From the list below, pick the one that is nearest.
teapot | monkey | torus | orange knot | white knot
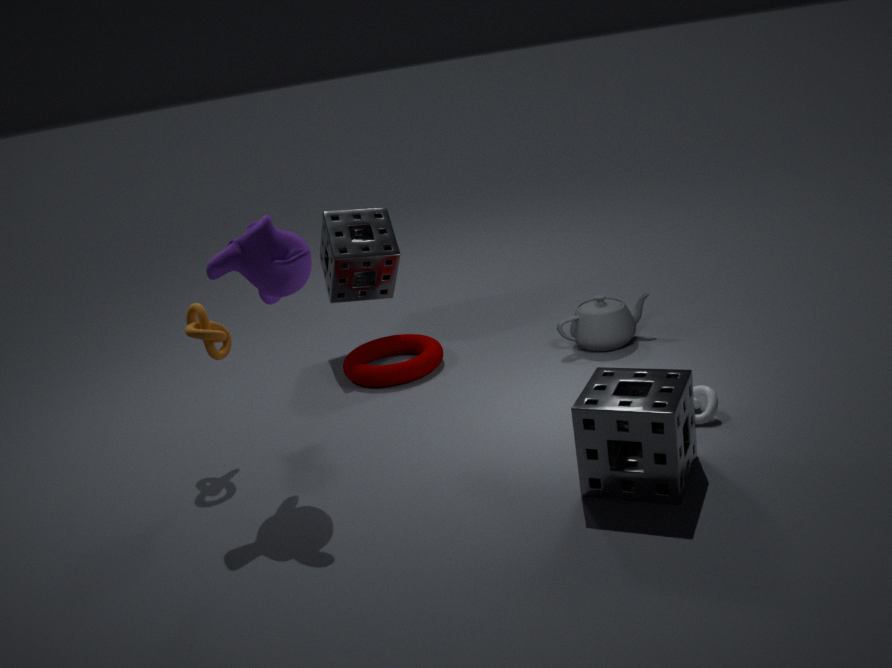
monkey
